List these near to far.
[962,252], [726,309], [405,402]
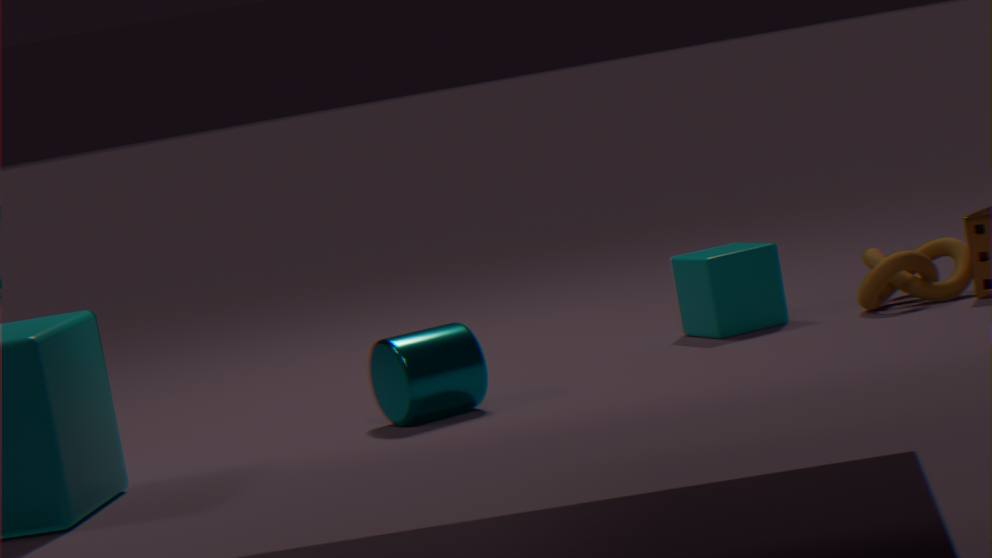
1. [405,402]
2. [726,309]
3. [962,252]
